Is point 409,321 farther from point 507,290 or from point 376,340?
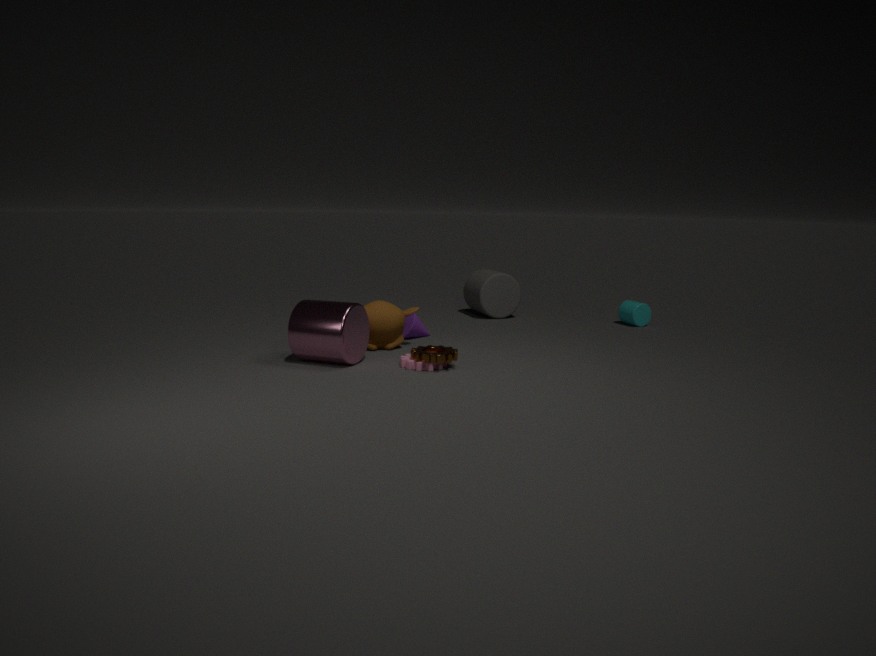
point 507,290
